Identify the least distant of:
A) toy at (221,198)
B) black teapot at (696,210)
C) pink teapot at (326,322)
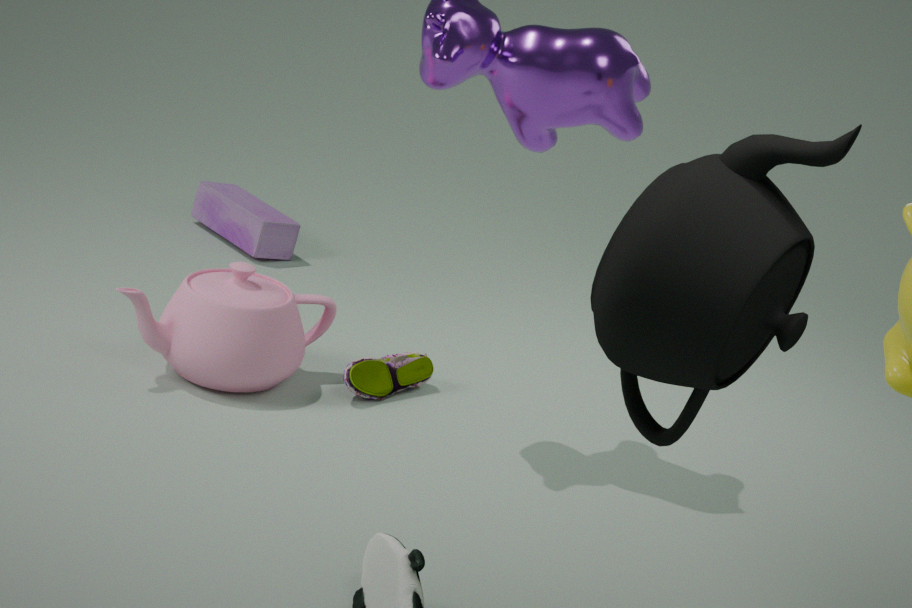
black teapot at (696,210)
